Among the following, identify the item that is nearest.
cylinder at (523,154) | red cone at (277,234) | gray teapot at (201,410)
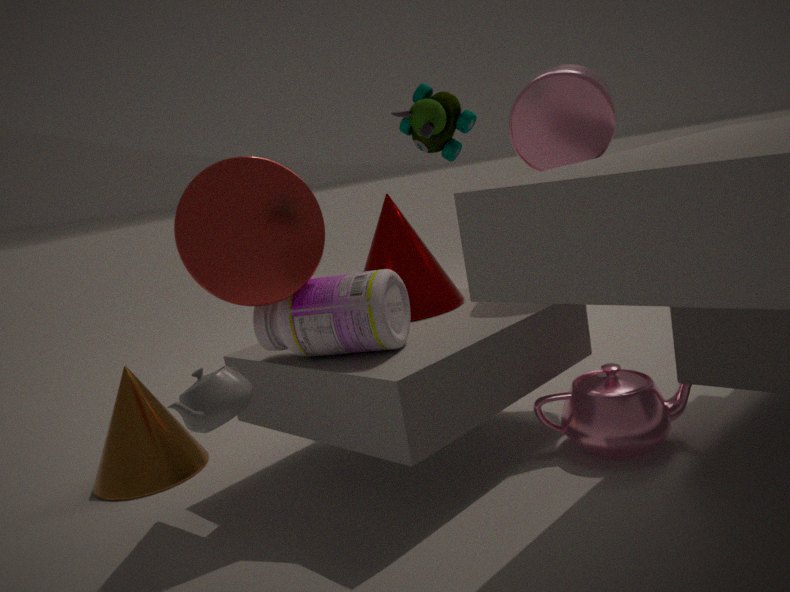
gray teapot at (201,410)
